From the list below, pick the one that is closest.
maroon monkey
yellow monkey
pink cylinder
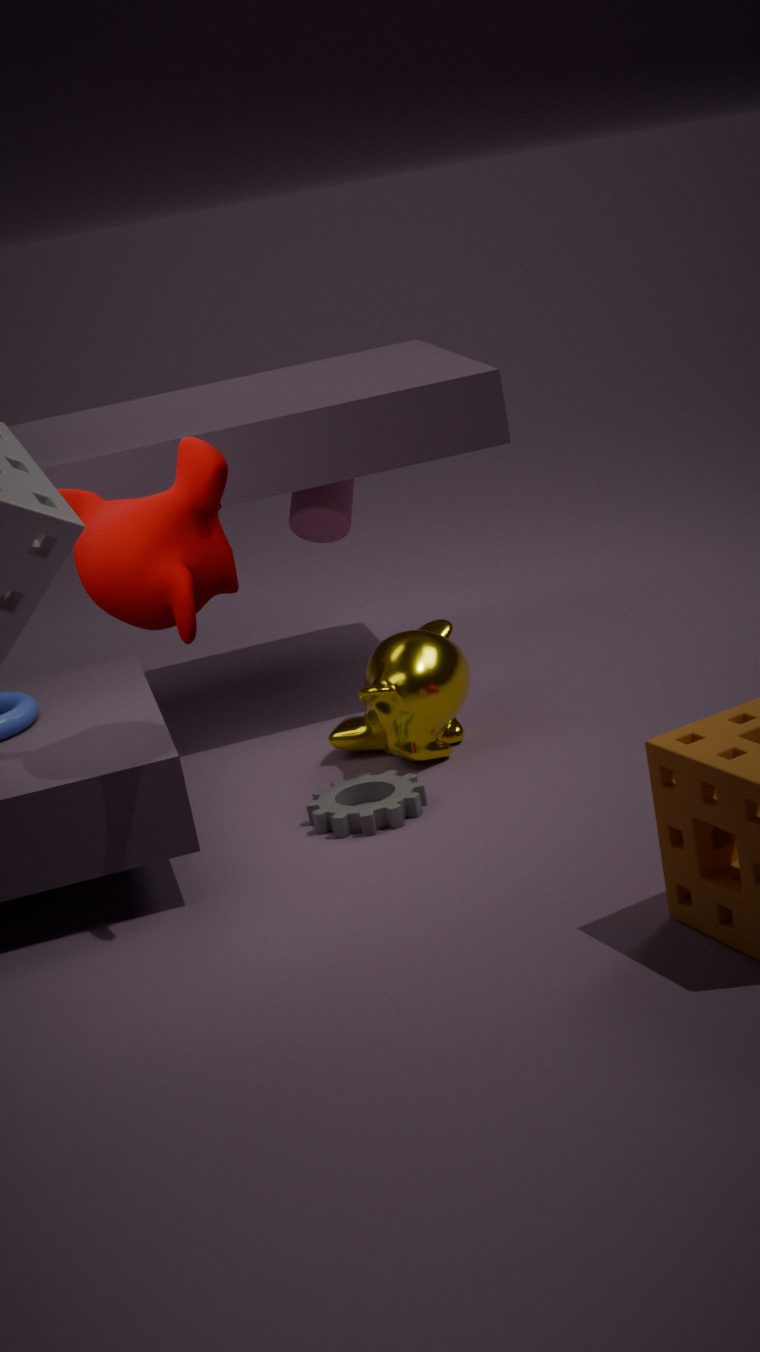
maroon monkey
